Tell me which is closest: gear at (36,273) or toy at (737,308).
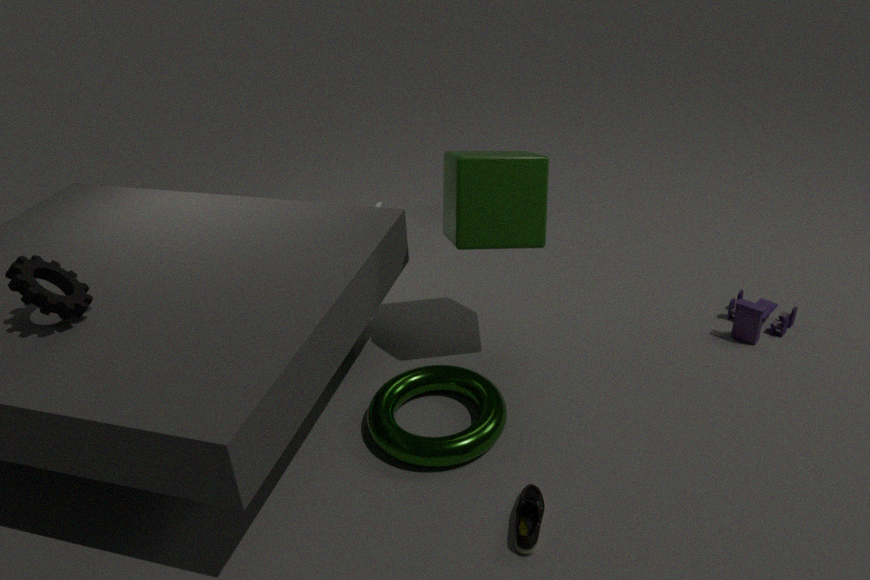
gear at (36,273)
